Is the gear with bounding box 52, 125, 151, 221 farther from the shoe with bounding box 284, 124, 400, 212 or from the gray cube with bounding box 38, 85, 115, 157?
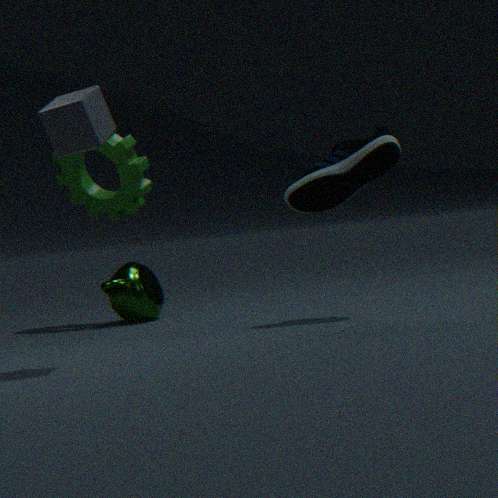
the gray cube with bounding box 38, 85, 115, 157
